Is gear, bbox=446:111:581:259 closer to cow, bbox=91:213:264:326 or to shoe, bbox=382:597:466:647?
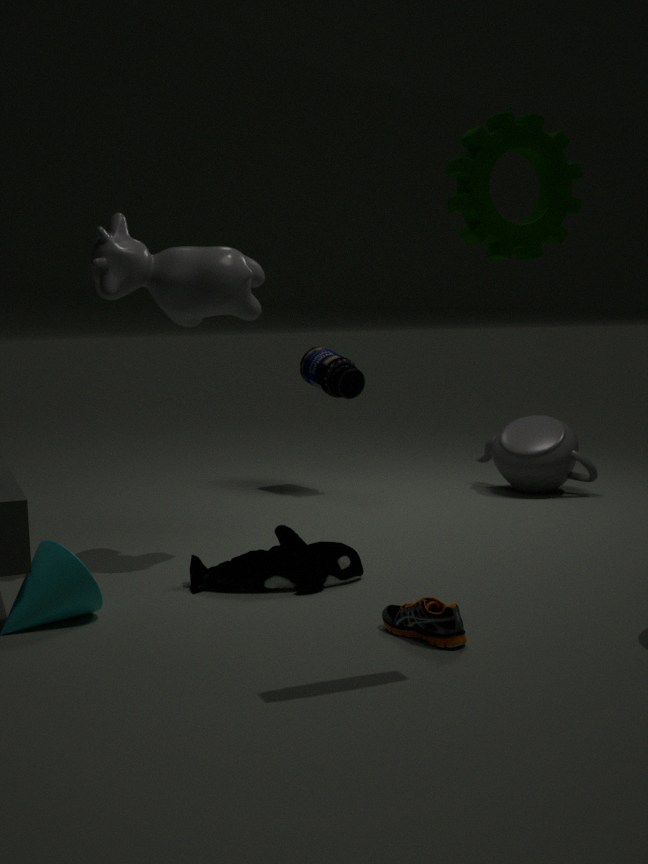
shoe, bbox=382:597:466:647
